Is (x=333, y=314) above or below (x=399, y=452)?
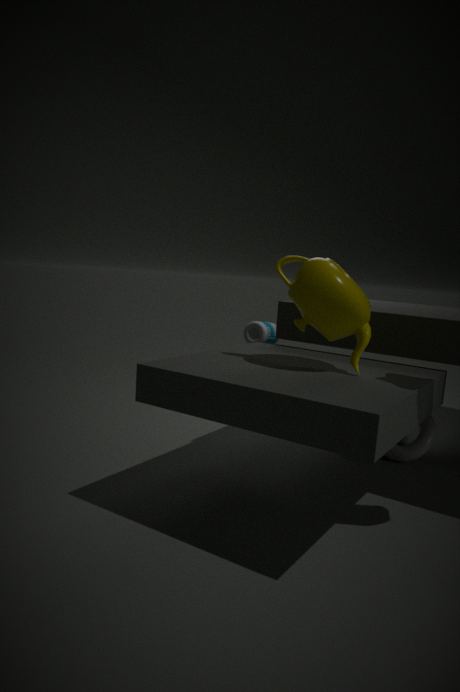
above
